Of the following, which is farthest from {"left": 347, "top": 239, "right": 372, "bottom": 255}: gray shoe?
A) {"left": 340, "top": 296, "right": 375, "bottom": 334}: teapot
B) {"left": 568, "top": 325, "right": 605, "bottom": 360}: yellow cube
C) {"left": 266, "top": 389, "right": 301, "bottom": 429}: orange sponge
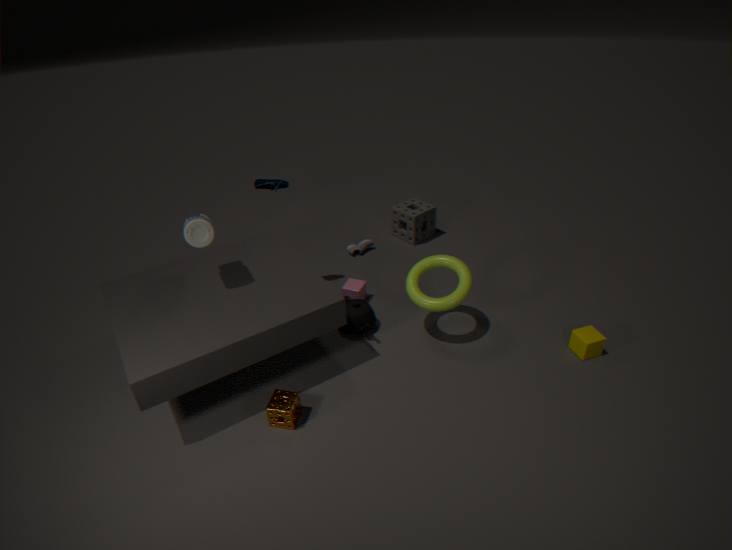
{"left": 568, "top": 325, "right": 605, "bottom": 360}: yellow cube
